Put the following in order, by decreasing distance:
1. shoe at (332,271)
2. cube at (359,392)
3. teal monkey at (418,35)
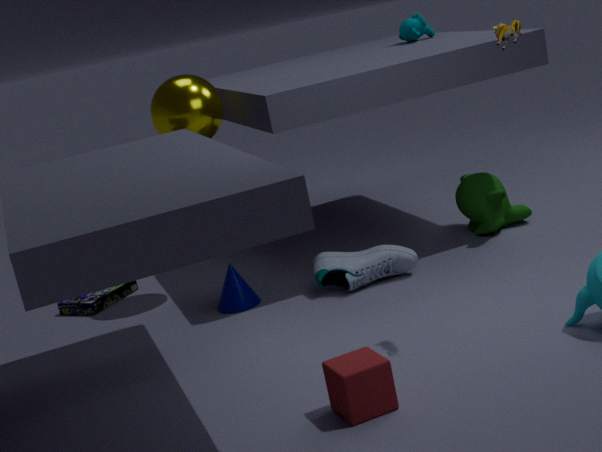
1. teal monkey at (418,35)
2. shoe at (332,271)
3. cube at (359,392)
